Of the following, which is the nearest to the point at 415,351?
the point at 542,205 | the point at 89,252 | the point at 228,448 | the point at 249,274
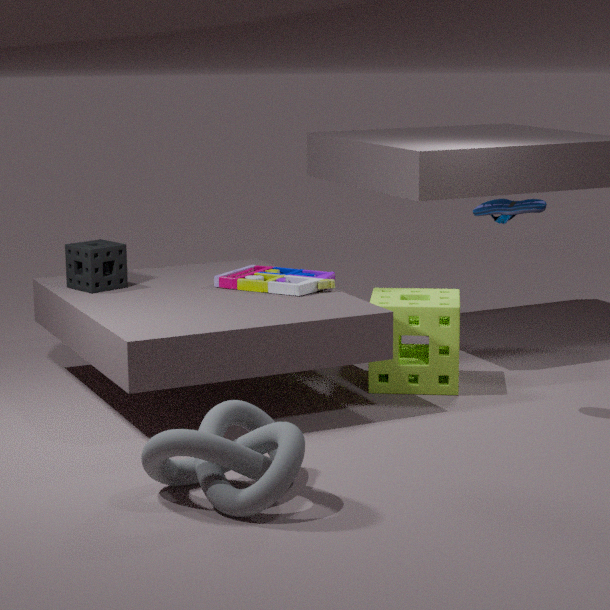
the point at 249,274
